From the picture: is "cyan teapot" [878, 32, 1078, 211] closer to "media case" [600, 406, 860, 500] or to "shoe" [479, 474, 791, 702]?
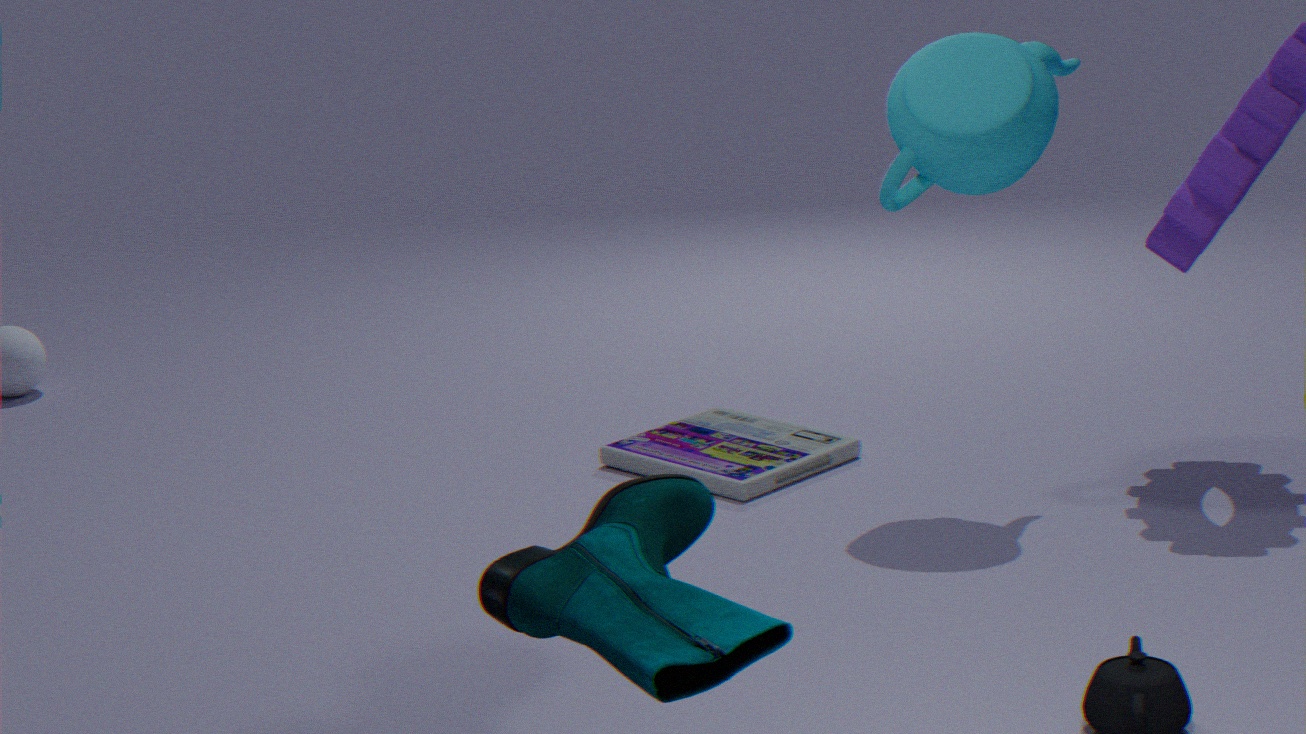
"media case" [600, 406, 860, 500]
